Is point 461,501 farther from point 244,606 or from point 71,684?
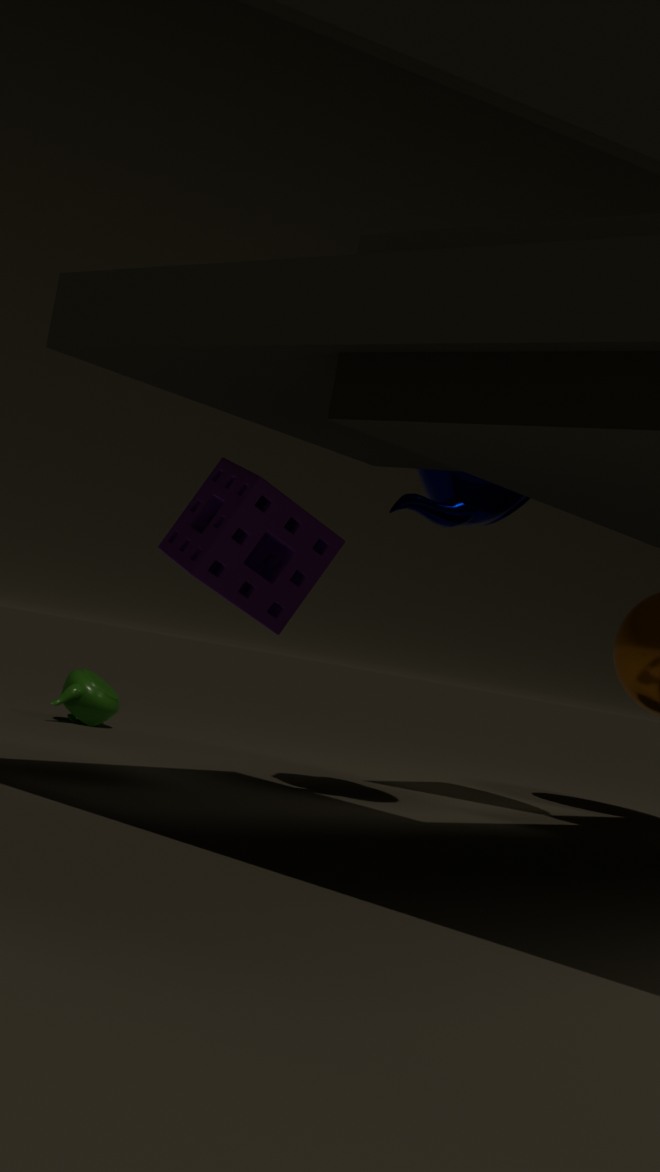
point 71,684
